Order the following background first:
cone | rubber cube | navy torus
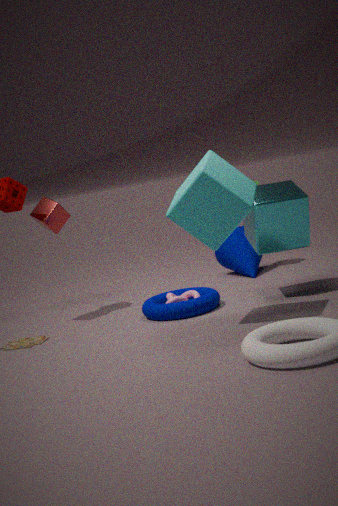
cone, navy torus, rubber cube
